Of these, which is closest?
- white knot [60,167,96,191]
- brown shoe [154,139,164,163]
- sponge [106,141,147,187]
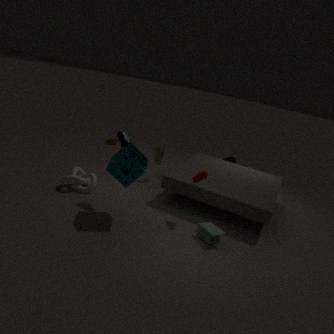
sponge [106,141,147,187]
